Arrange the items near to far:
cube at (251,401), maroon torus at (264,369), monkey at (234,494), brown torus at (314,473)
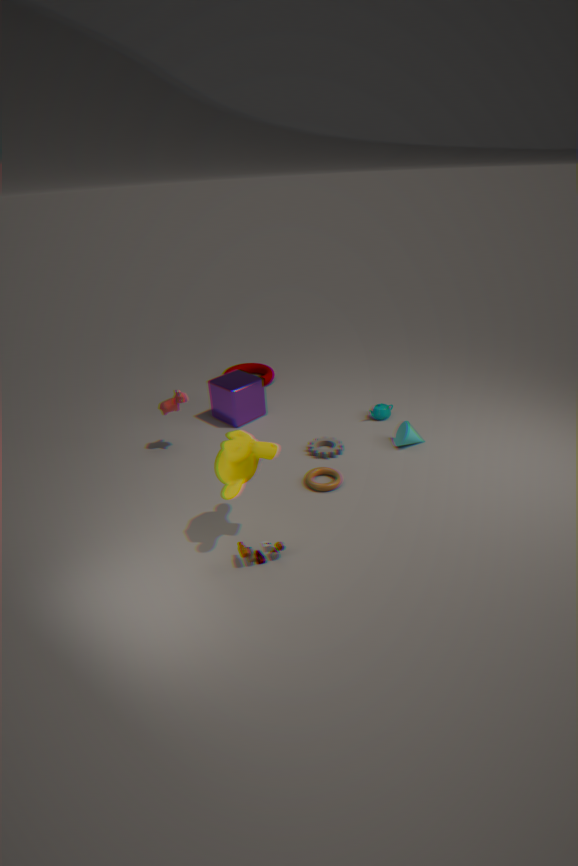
monkey at (234,494) < brown torus at (314,473) < cube at (251,401) < maroon torus at (264,369)
